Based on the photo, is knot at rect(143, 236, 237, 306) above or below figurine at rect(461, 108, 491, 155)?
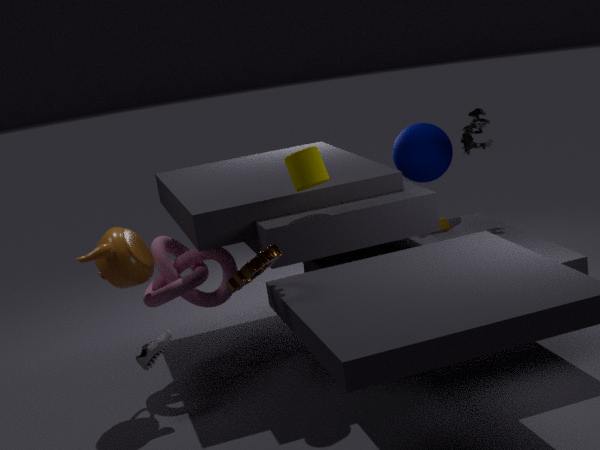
below
